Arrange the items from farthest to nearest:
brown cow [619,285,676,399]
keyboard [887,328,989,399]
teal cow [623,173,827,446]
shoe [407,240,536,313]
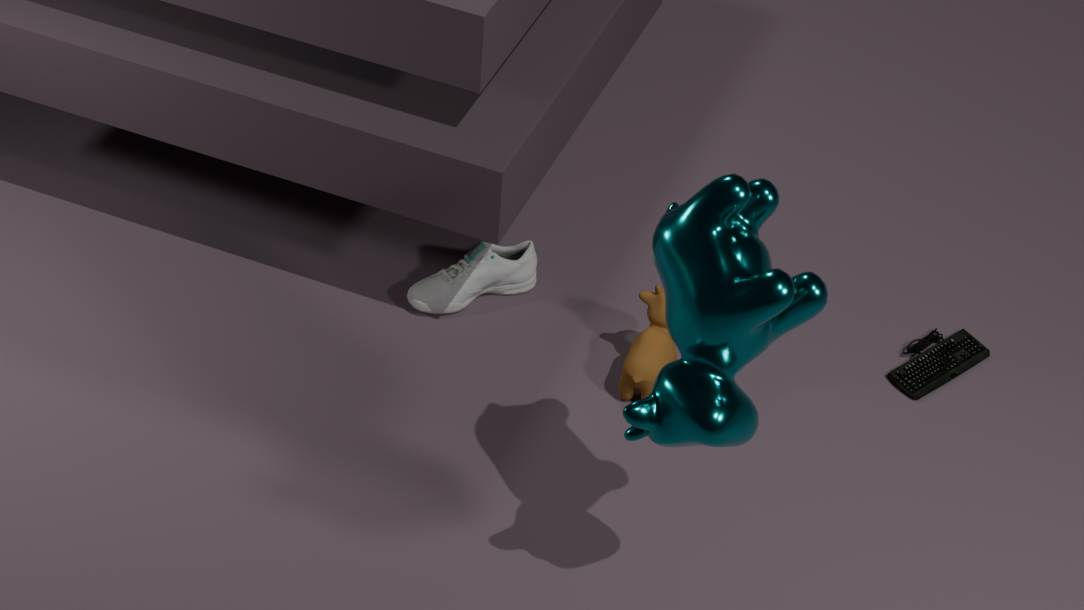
shoe [407,240,536,313], keyboard [887,328,989,399], brown cow [619,285,676,399], teal cow [623,173,827,446]
